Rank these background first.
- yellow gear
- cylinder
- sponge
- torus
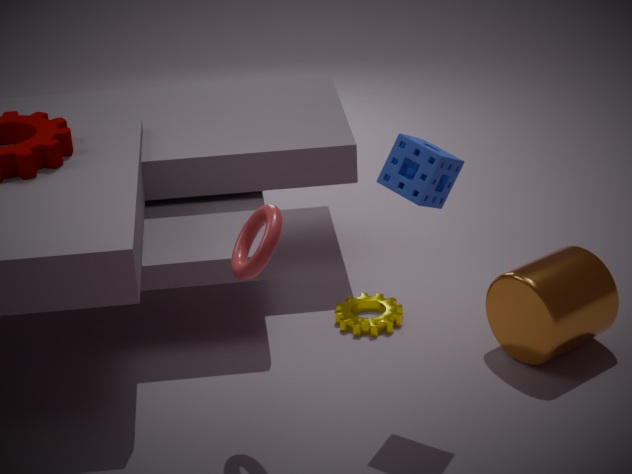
yellow gear, cylinder, sponge, torus
